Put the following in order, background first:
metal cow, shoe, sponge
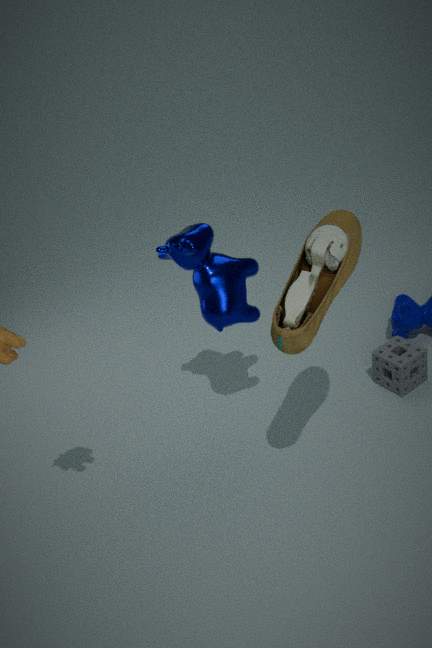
1. sponge
2. metal cow
3. shoe
